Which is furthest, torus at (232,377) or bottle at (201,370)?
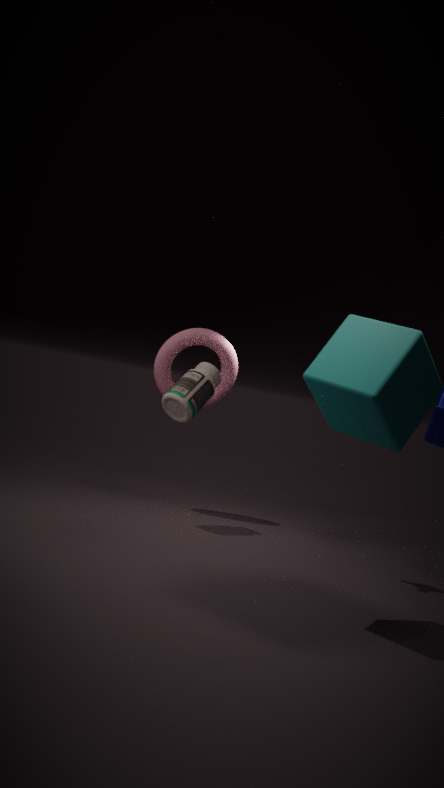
torus at (232,377)
